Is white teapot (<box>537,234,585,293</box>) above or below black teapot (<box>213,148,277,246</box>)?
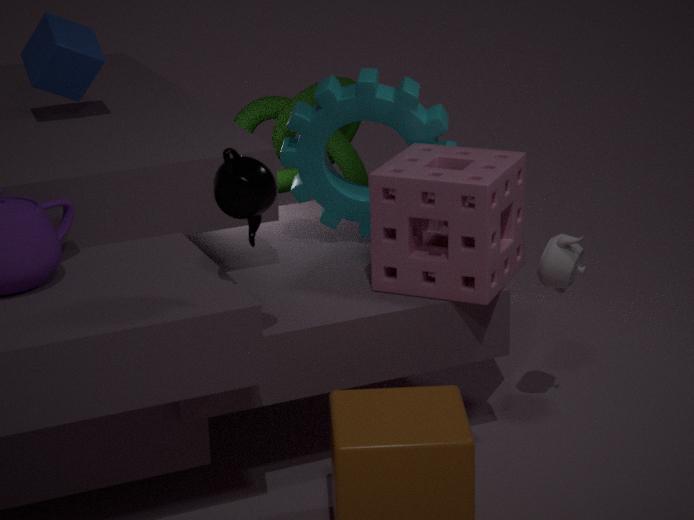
below
